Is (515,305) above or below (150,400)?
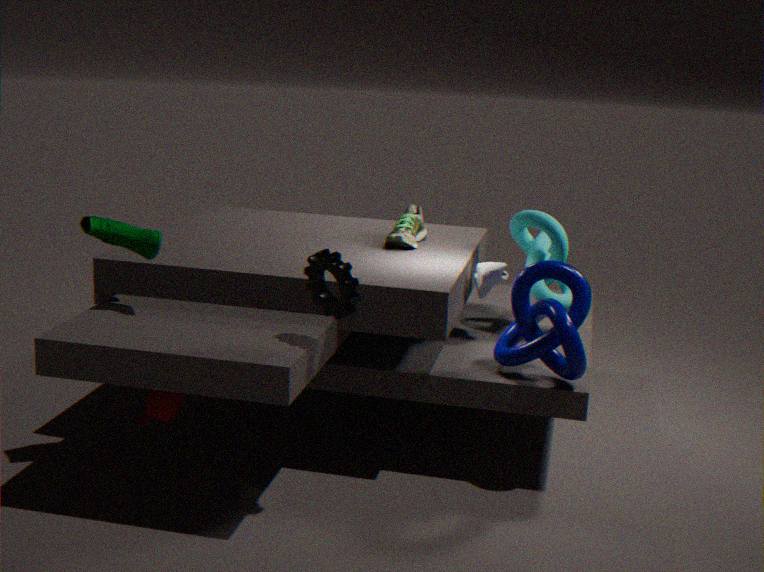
above
